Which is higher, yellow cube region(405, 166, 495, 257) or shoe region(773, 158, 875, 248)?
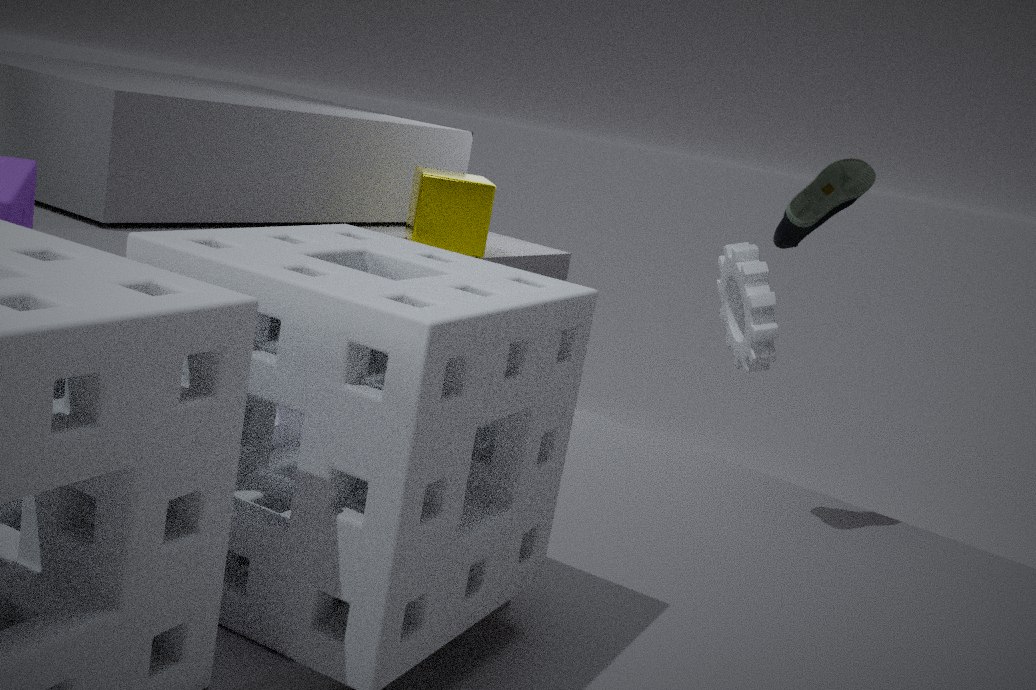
shoe region(773, 158, 875, 248)
